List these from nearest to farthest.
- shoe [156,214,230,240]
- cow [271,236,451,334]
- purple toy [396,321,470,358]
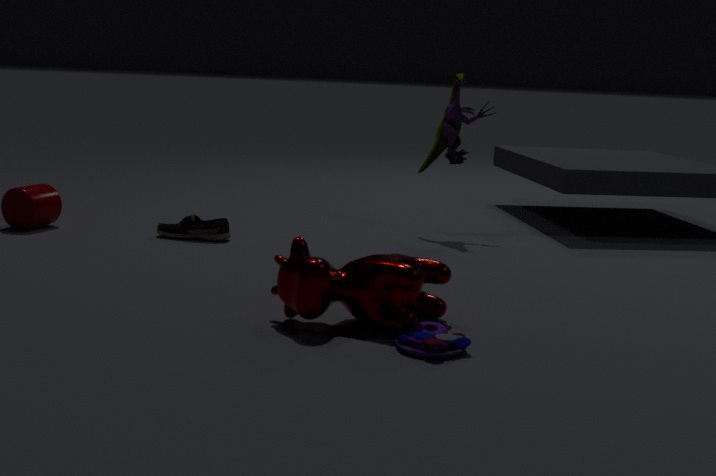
purple toy [396,321,470,358] < cow [271,236,451,334] < shoe [156,214,230,240]
